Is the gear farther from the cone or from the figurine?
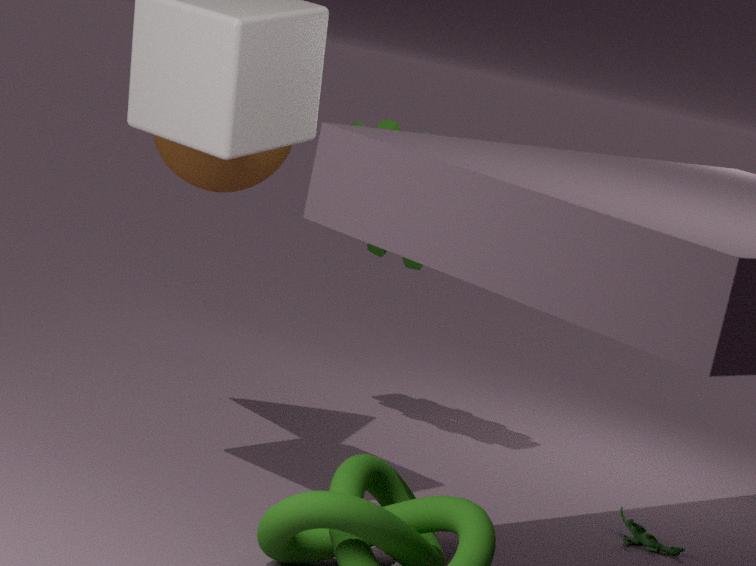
the figurine
